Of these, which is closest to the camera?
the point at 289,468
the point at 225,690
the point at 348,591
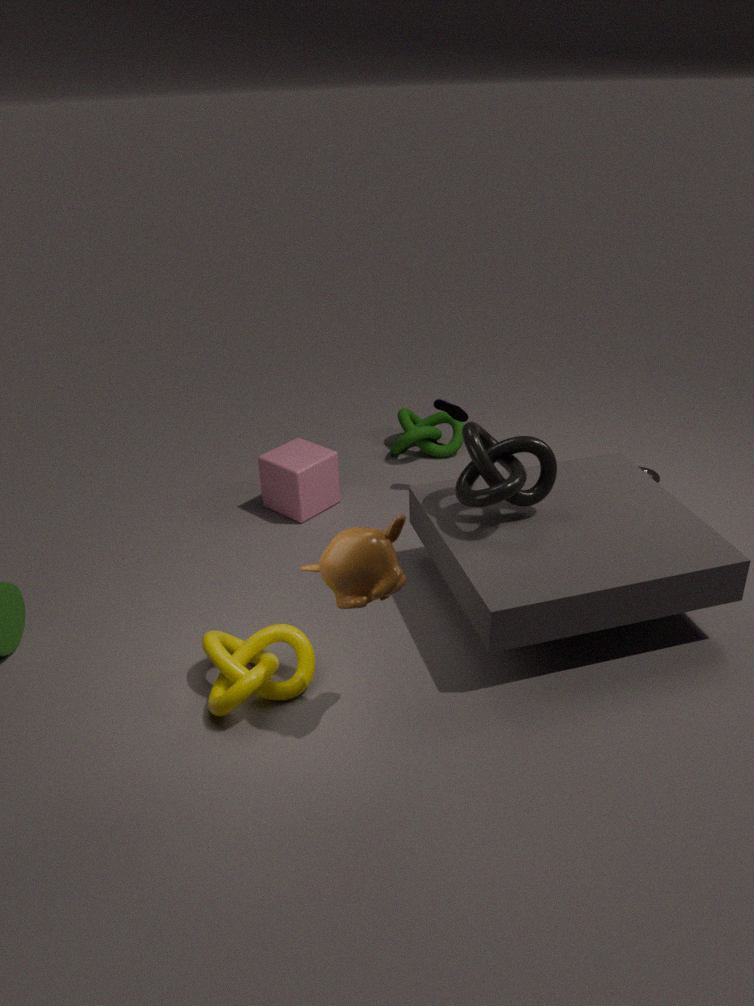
the point at 348,591
